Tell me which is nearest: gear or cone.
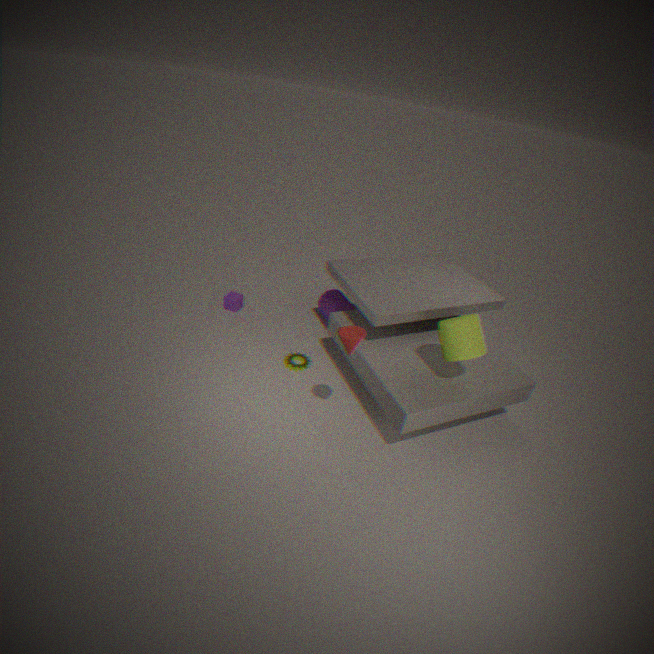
cone
